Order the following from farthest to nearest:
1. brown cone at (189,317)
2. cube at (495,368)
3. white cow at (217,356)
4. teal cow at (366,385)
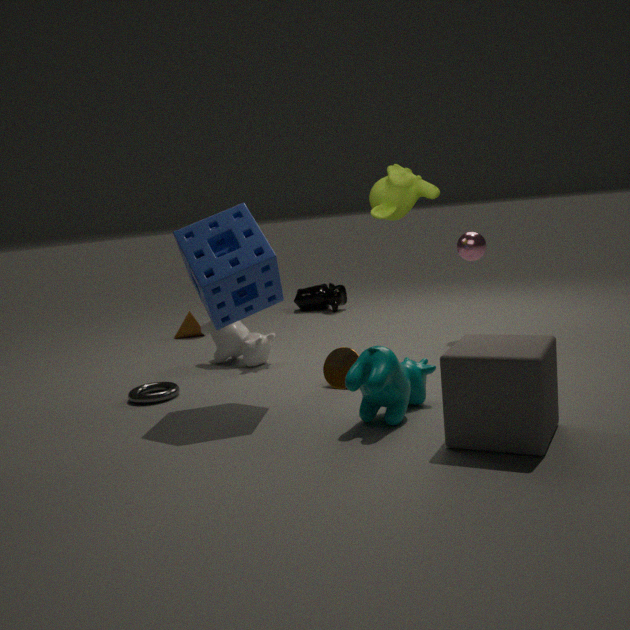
1. brown cone at (189,317)
2. white cow at (217,356)
3. teal cow at (366,385)
4. cube at (495,368)
